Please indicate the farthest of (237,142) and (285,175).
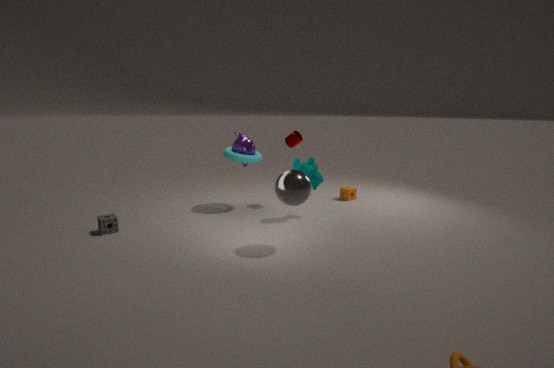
(237,142)
